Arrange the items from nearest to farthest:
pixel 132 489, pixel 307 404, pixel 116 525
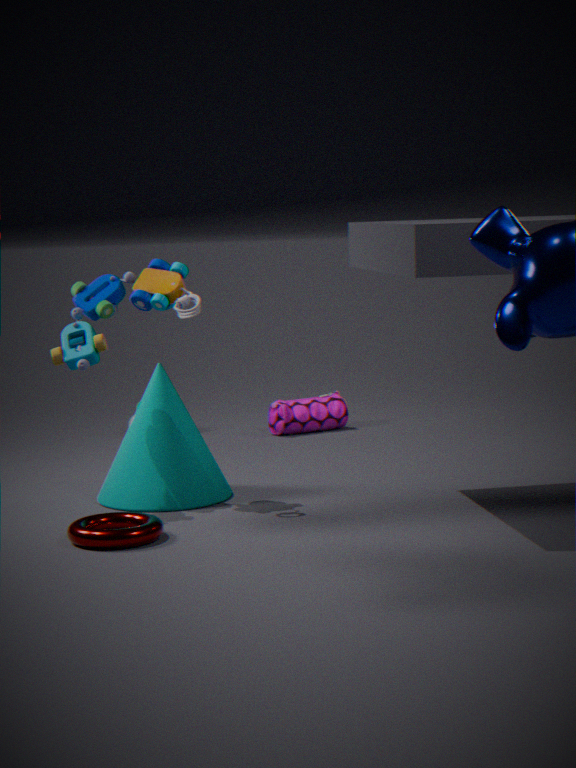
pixel 116 525 < pixel 132 489 < pixel 307 404
